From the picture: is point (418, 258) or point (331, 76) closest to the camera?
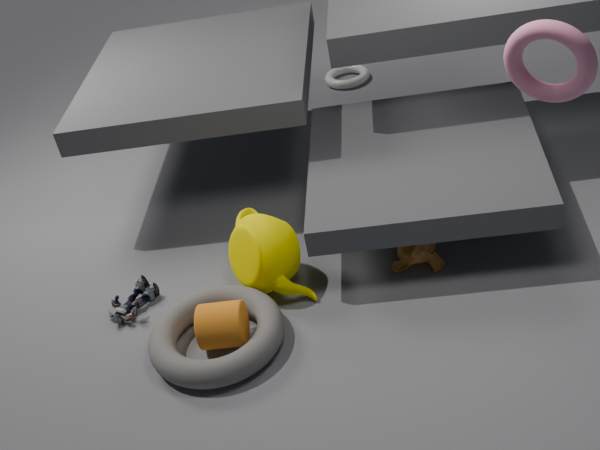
point (418, 258)
